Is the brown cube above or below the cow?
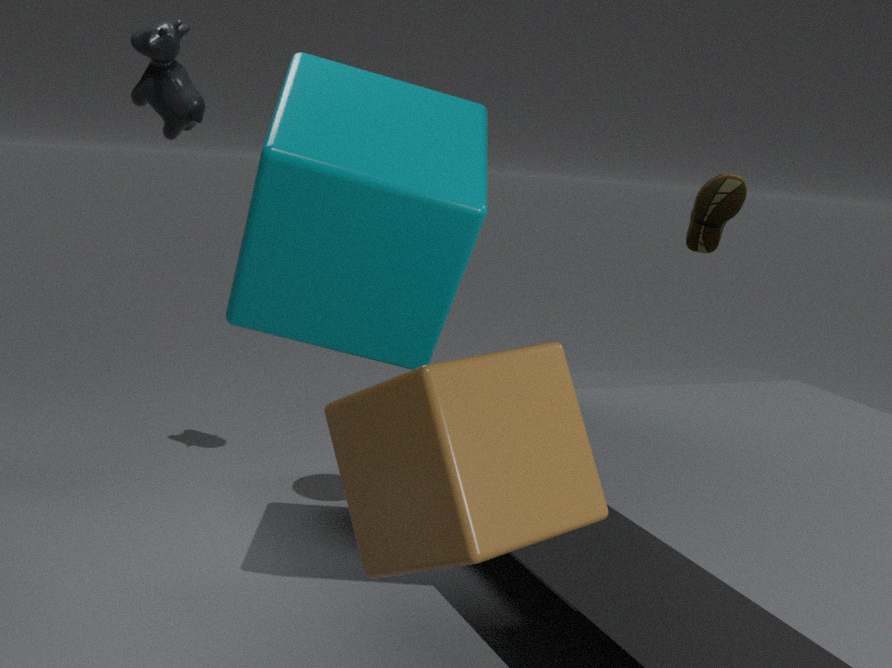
below
